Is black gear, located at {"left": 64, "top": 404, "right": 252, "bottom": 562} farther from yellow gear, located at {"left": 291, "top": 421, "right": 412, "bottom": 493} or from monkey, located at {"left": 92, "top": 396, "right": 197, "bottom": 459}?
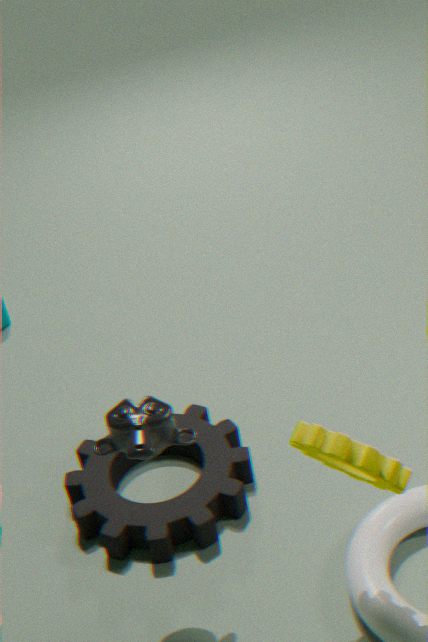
yellow gear, located at {"left": 291, "top": 421, "right": 412, "bottom": 493}
